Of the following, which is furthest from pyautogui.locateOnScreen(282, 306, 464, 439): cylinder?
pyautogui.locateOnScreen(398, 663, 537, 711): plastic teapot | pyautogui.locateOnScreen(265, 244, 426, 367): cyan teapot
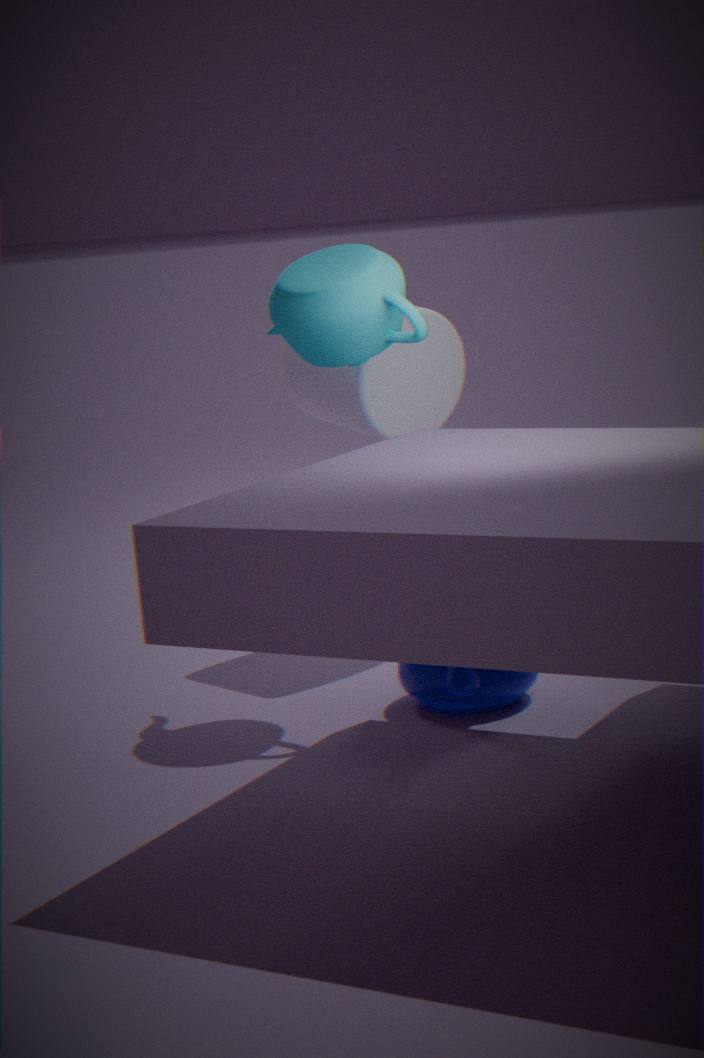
pyautogui.locateOnScreen(398, 663, 537, 711): plastic teapot
